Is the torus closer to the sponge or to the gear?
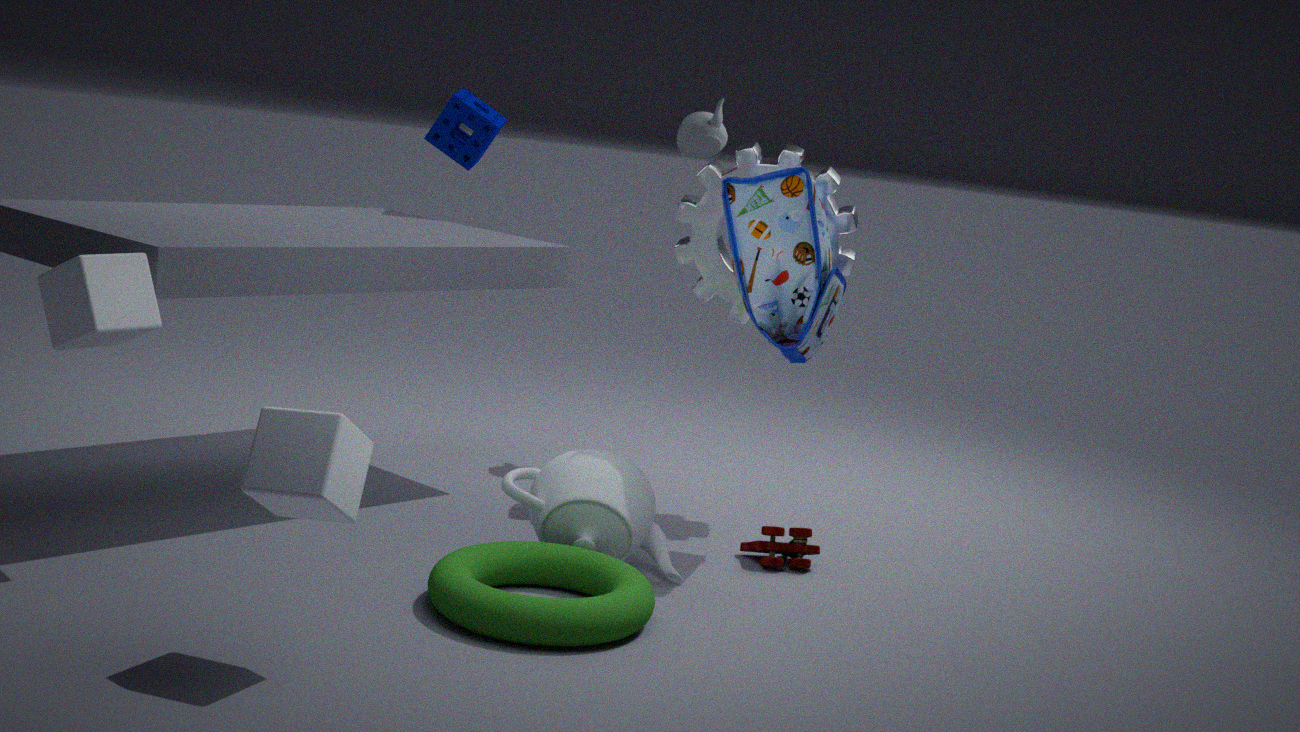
the gear
